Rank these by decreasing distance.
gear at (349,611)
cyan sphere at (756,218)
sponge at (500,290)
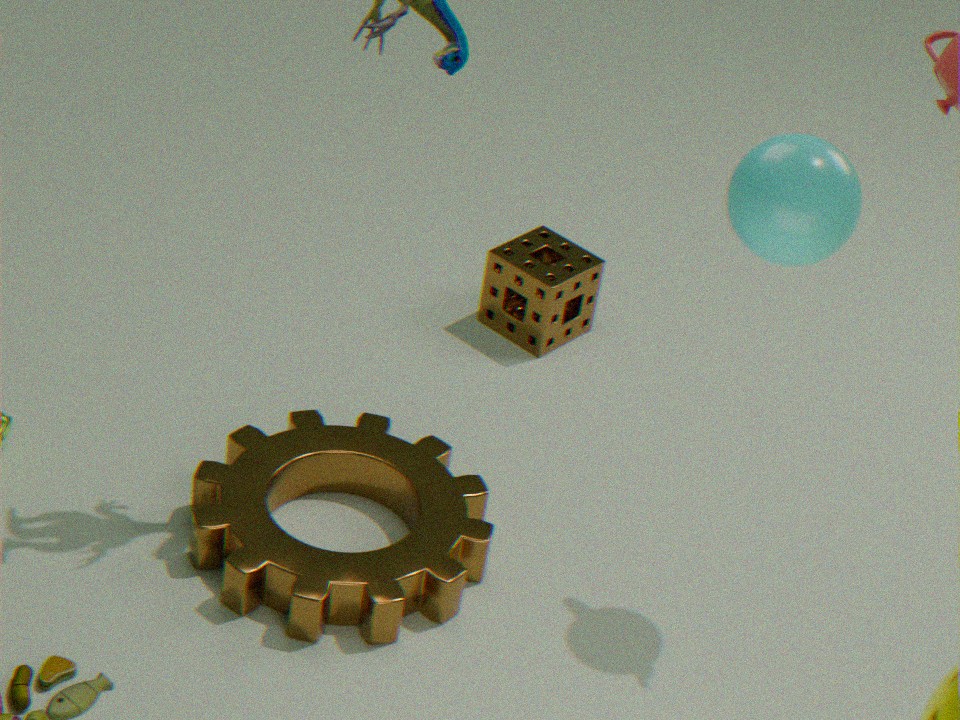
sponge at (500,290) → gear at (349,611) → cyan sphere at (756,218)
